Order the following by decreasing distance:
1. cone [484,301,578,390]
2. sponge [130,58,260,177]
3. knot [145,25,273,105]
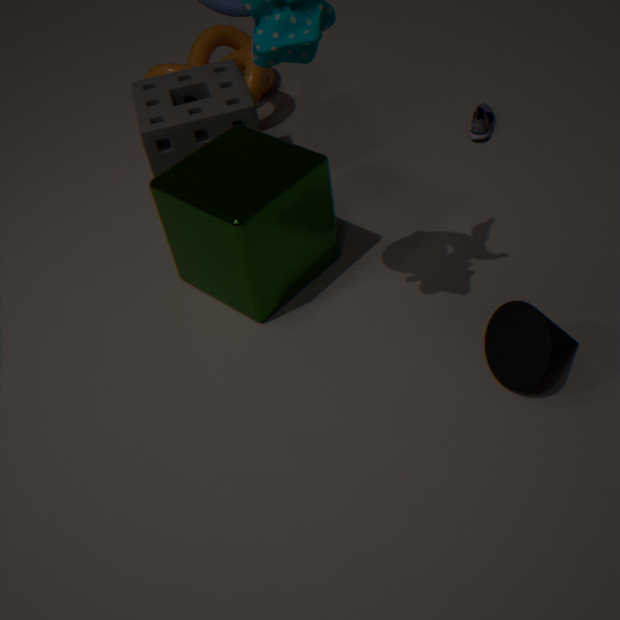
knot [145,25,273,105] < sponge [130,58,260,177] < cone [484,301,578,390]
